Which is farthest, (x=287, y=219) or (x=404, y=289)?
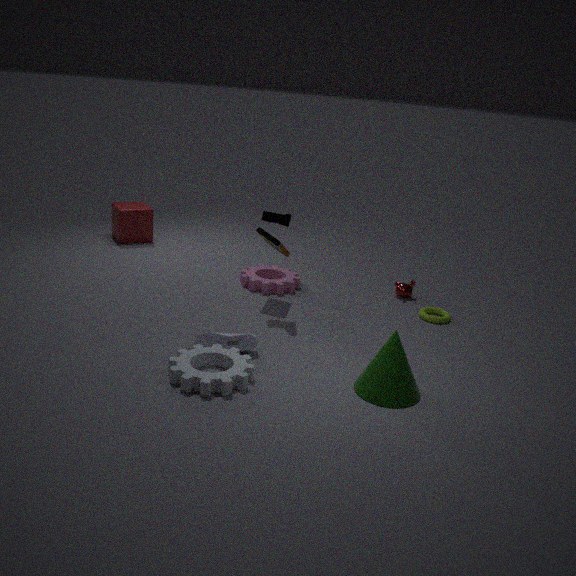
(x=404, y=289)
